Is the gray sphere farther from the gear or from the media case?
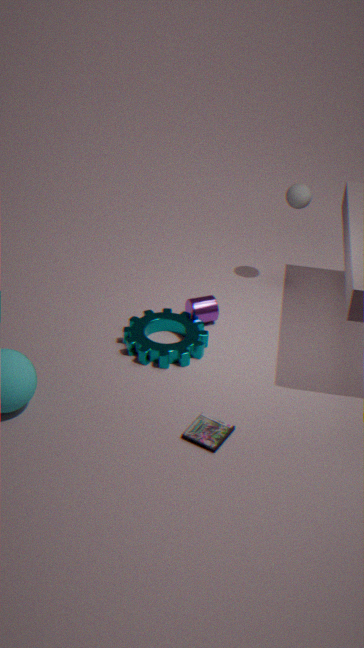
the media case
